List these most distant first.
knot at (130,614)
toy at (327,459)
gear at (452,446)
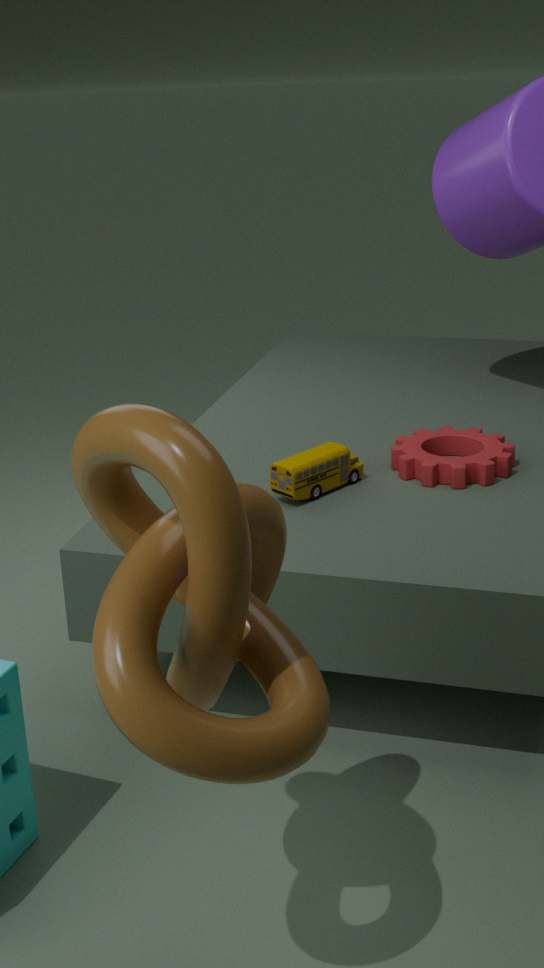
gear at (452,446), toy at (327,459), knot at (130,614)
